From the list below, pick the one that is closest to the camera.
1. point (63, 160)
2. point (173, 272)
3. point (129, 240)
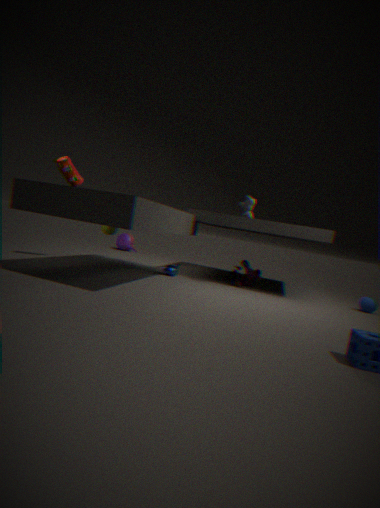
point (63, 160)
